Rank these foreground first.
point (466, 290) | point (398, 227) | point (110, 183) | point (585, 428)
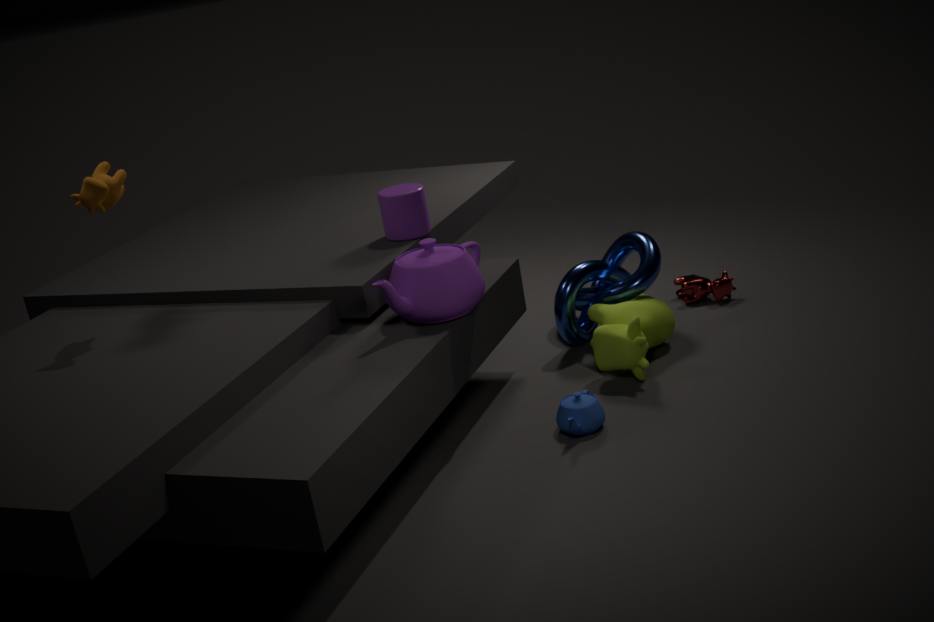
point (466, 290) → point (585, 428) → point (110, 183) → point (398, 227)
